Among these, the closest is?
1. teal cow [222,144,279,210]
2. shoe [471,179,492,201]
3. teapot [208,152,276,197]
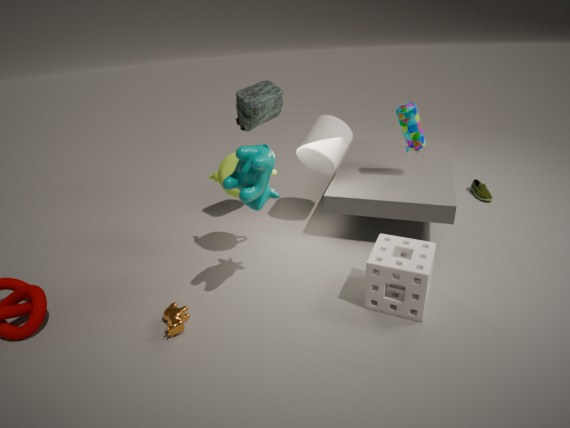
teal cow [222,144,279,210]
